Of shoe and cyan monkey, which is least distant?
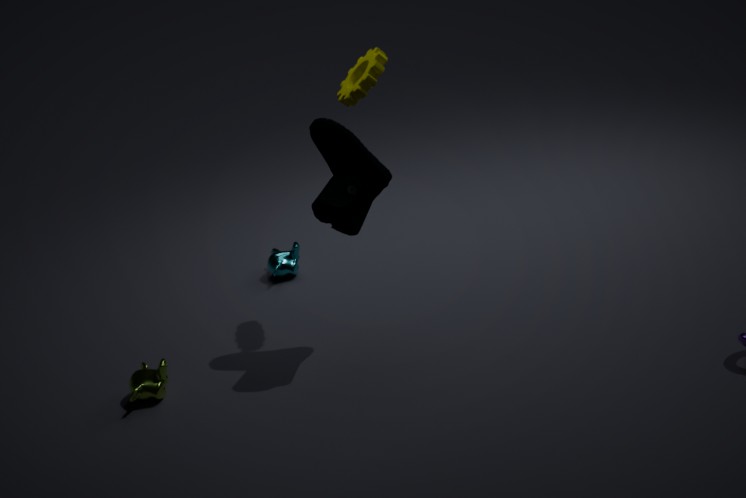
shoe
